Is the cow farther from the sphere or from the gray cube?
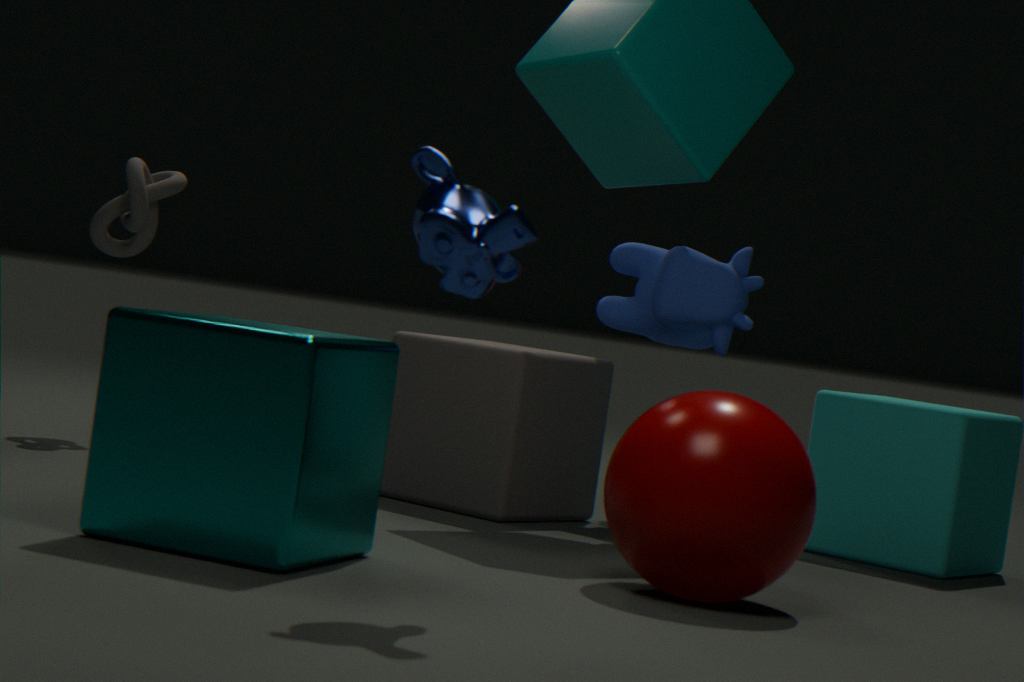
the sphere
